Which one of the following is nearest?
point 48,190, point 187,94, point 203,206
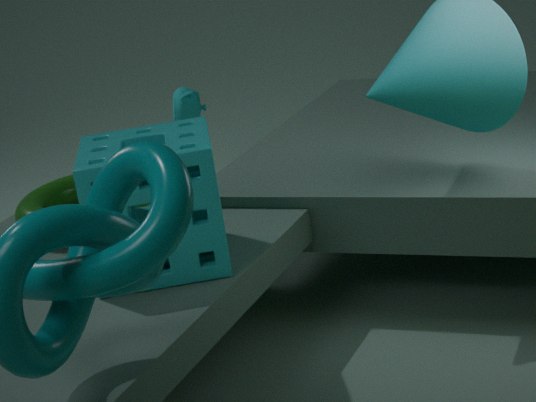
point 203,206
